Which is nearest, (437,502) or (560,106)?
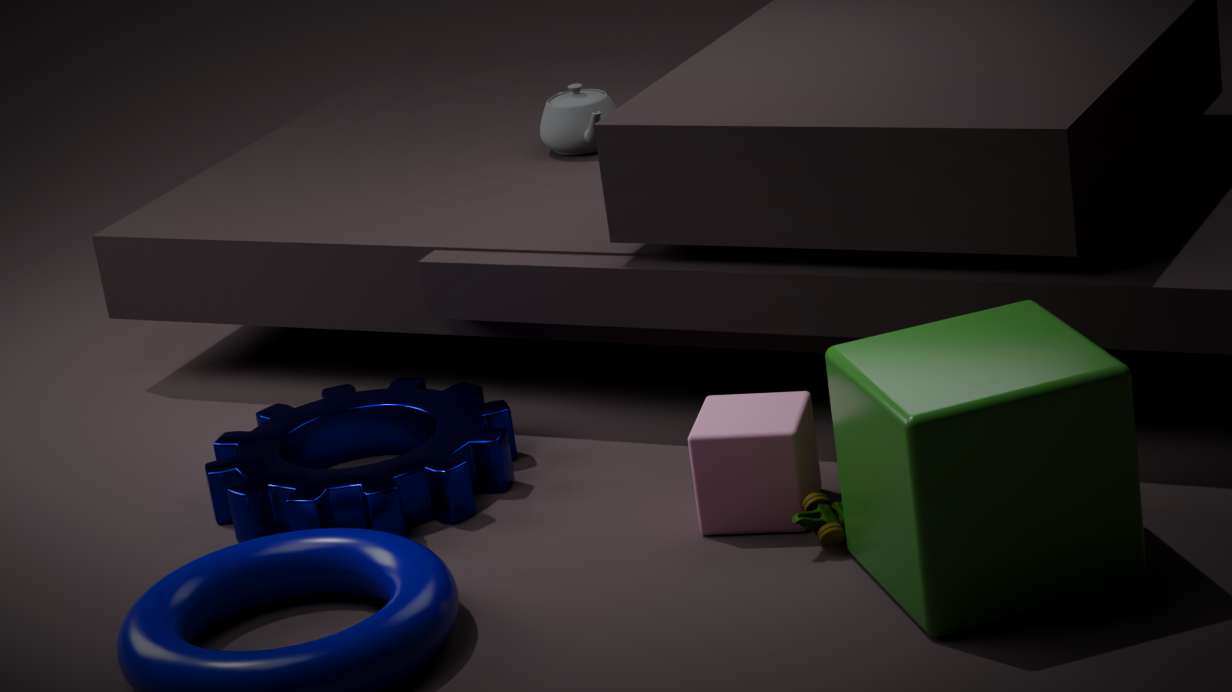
(437,502)
